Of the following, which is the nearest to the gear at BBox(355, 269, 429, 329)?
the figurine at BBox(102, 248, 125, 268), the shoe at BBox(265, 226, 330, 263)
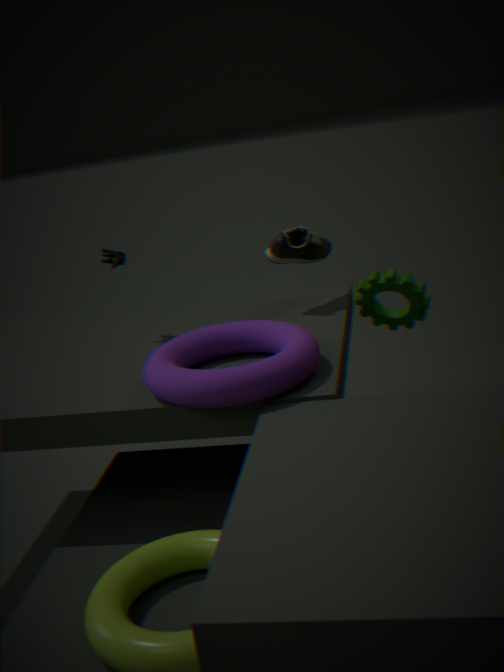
the shoe at BBox(265, 226, 330, 263)
